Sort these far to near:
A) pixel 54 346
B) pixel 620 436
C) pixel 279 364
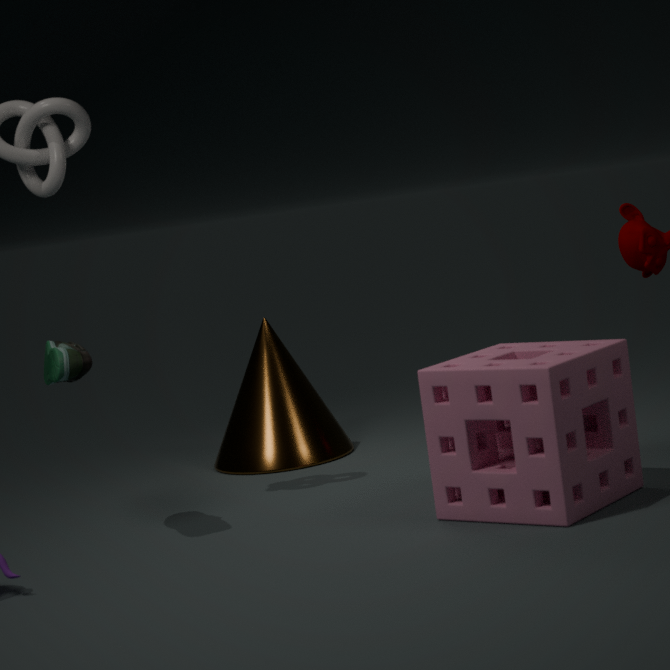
pixel 279 364 → pixel 54 346 → pixel 620 436
